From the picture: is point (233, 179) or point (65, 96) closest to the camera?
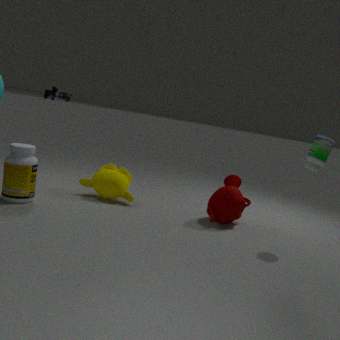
point (65, 96)
